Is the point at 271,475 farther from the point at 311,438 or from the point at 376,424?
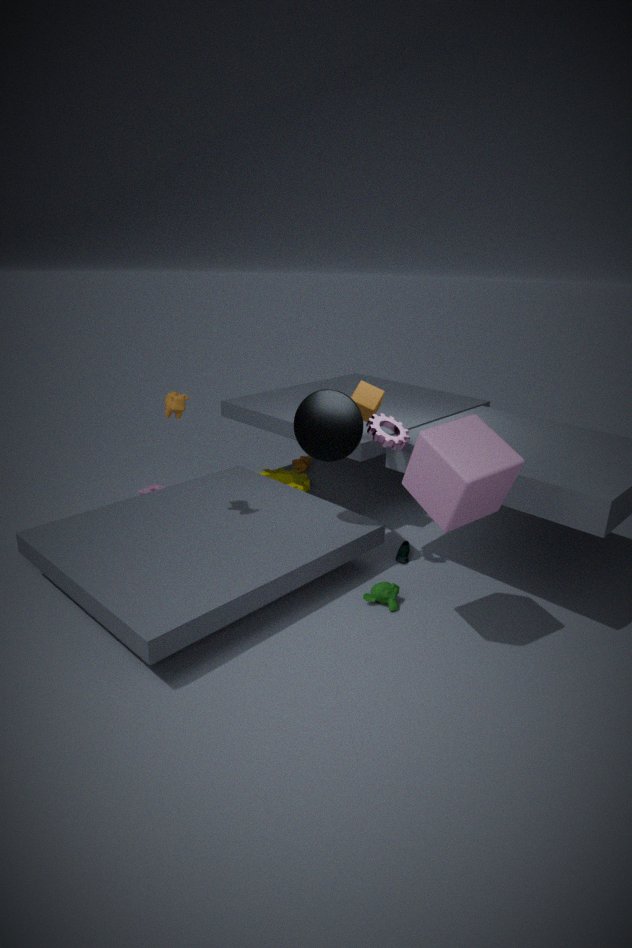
the point at 376,424
